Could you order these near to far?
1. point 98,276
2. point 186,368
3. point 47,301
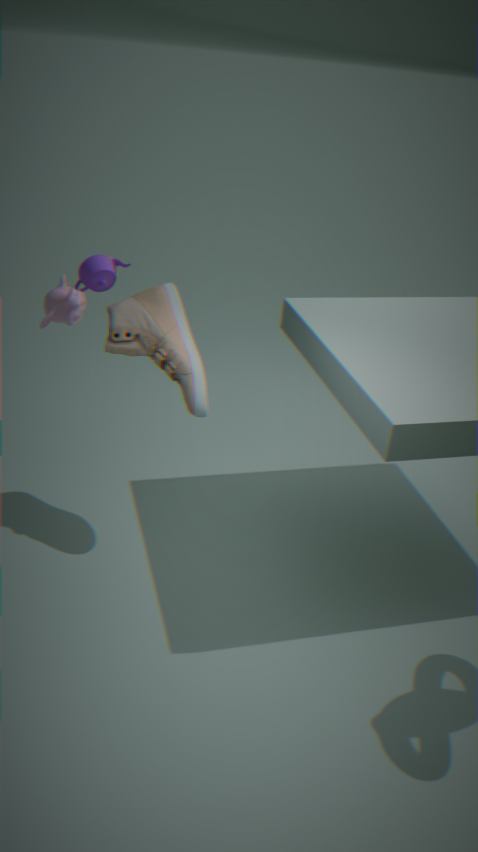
1. point 186,368
2. point 47,301
3. point 98,276
